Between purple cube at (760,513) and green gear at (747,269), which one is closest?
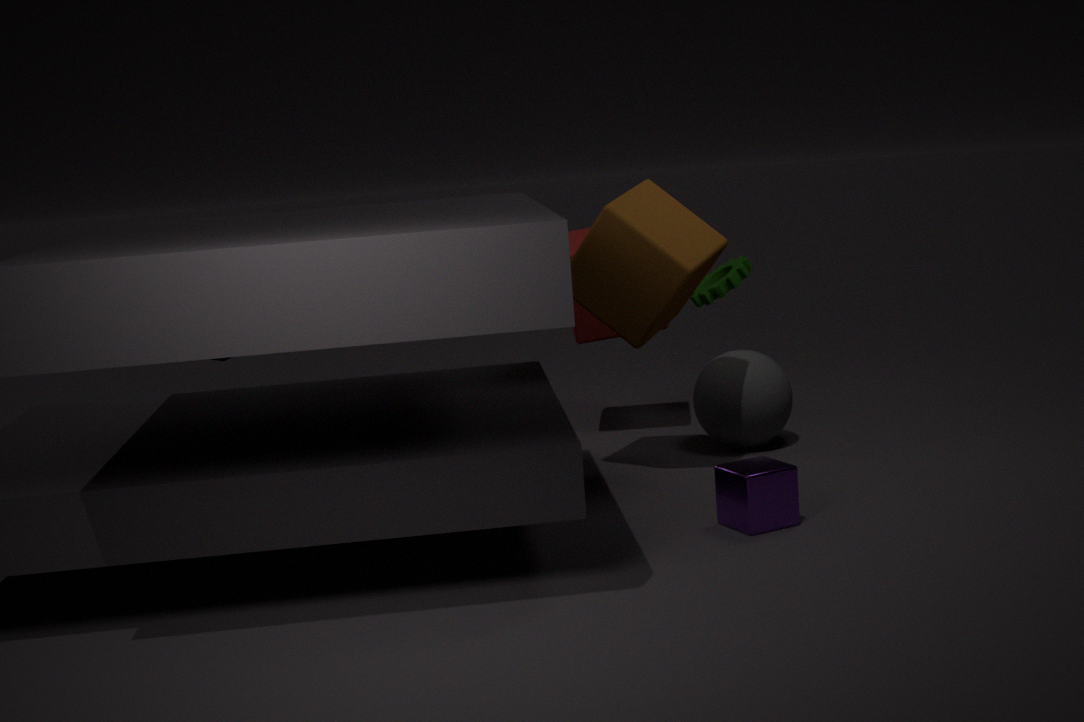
purple cube at (760,513)
